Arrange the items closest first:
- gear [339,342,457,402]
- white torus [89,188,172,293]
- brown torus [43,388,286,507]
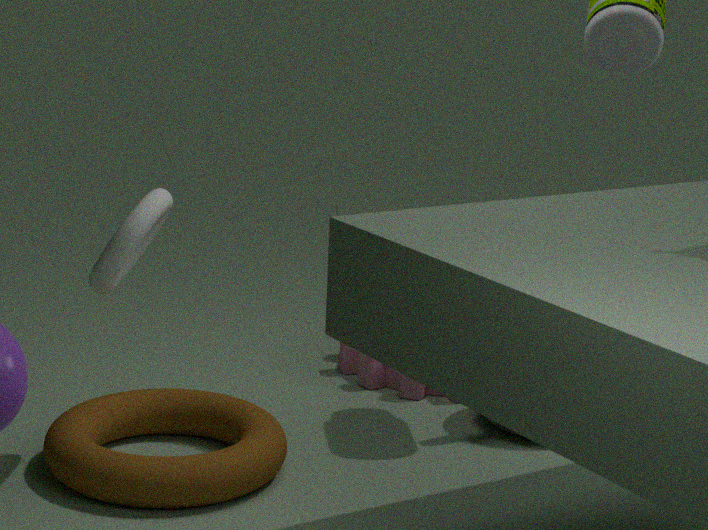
brown torus [43,388,286,507], white torus [89,188,172,293], gear [339,342,457,402]
